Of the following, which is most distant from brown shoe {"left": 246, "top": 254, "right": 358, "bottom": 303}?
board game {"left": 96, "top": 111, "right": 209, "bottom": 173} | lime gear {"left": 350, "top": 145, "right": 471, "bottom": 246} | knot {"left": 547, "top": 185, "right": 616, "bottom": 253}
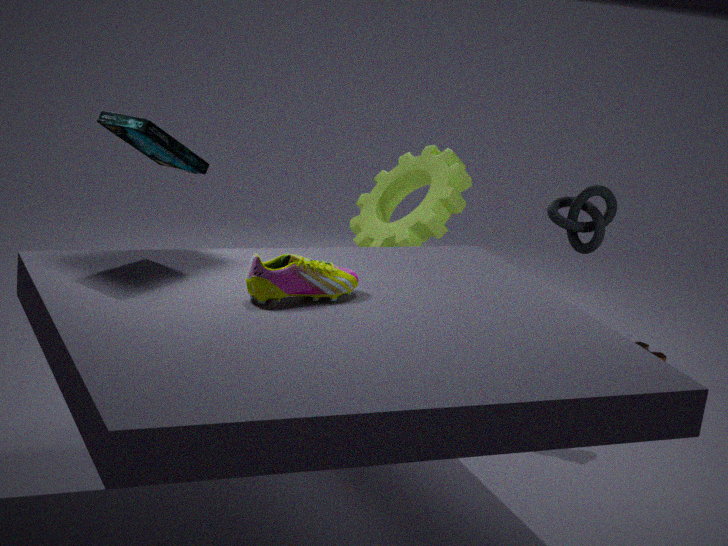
knot {"left": 547, "top": 185, "right": 616, "bottom": 253}
